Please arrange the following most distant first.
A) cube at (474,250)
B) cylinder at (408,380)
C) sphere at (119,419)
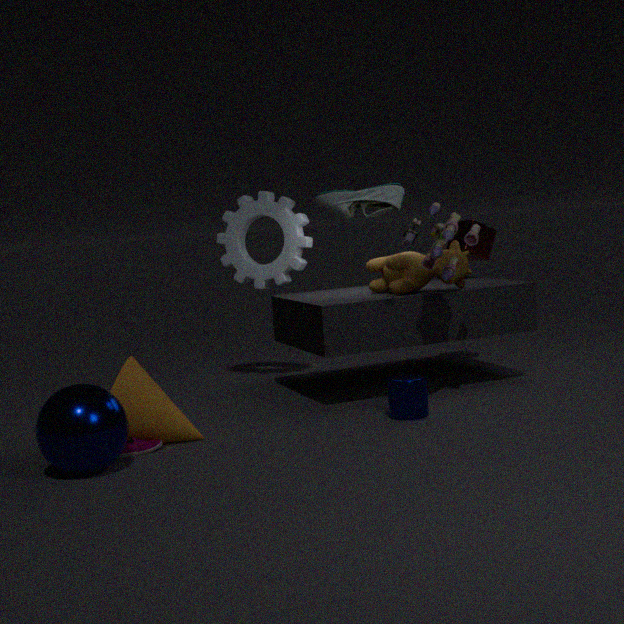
cube at (474,250) → cylinder at (408,380) → sphere at (119,419)
